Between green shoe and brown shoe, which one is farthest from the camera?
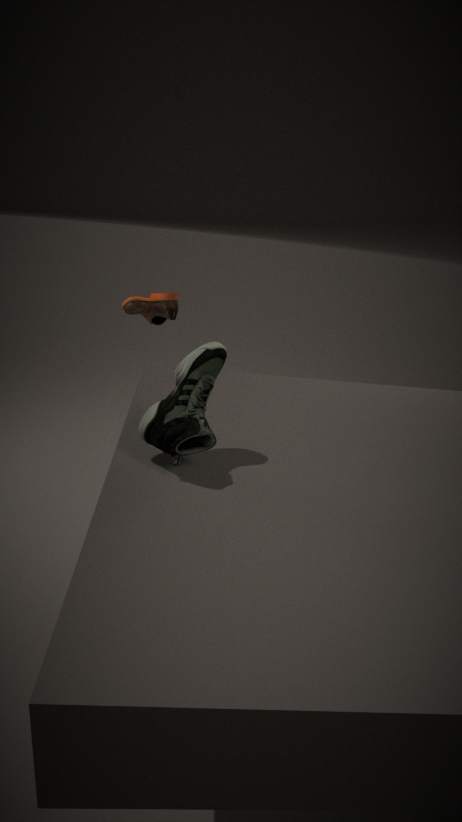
brown shoe
